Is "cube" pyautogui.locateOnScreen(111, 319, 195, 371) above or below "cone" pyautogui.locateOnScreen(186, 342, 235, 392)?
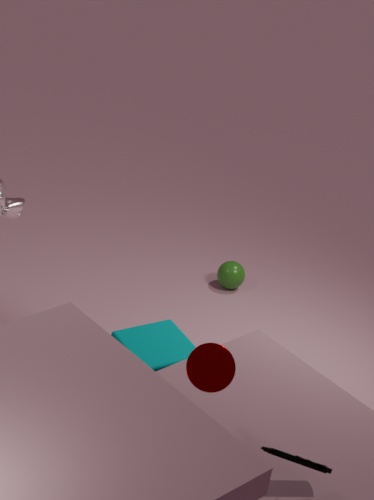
below
